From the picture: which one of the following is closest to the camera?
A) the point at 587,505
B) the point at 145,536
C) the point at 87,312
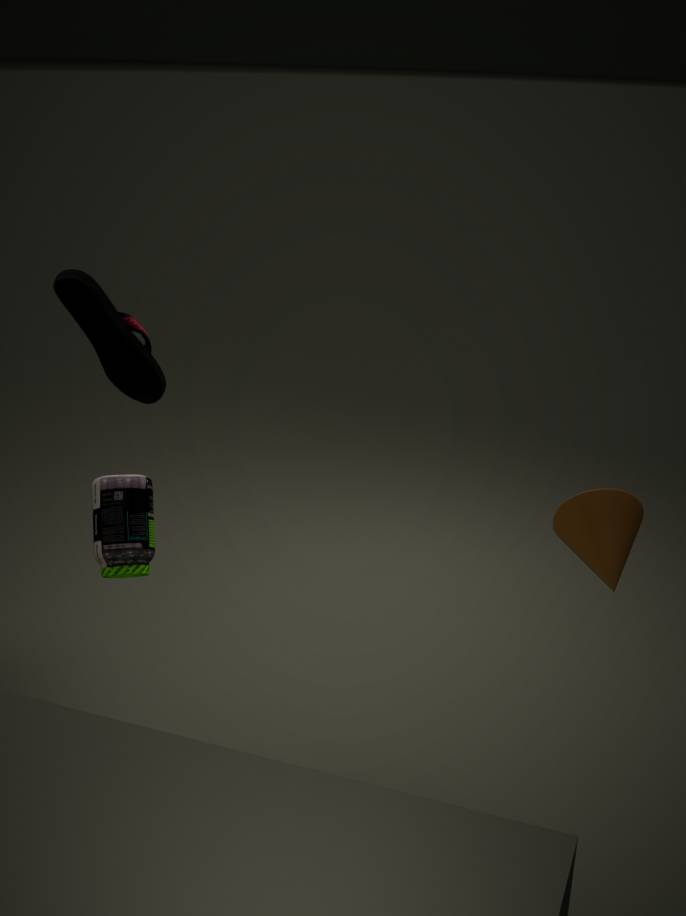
the point at 145,536
